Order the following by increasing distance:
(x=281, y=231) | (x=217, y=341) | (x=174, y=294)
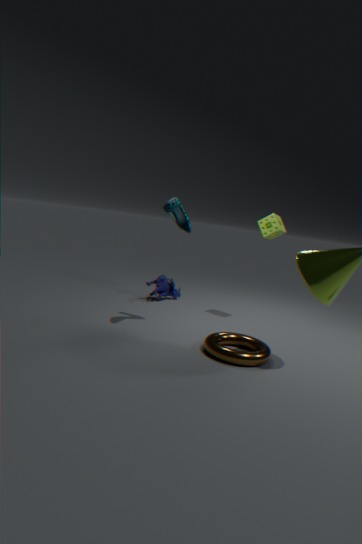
(x=217, y=341) < (x=281, y=231) < (x=174, y=294)
